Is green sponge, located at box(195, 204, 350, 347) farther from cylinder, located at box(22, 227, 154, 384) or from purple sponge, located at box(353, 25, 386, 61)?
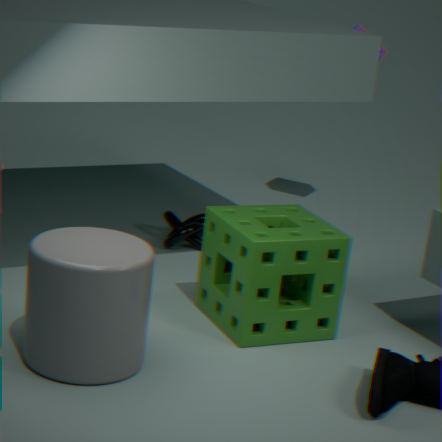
purple sponge, located at box(353, 25, 386, 61)
